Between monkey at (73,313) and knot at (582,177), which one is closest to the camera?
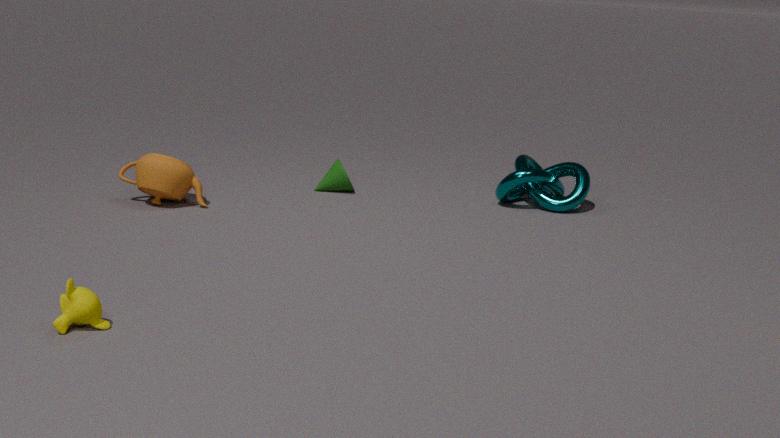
monkey at (73,313)
